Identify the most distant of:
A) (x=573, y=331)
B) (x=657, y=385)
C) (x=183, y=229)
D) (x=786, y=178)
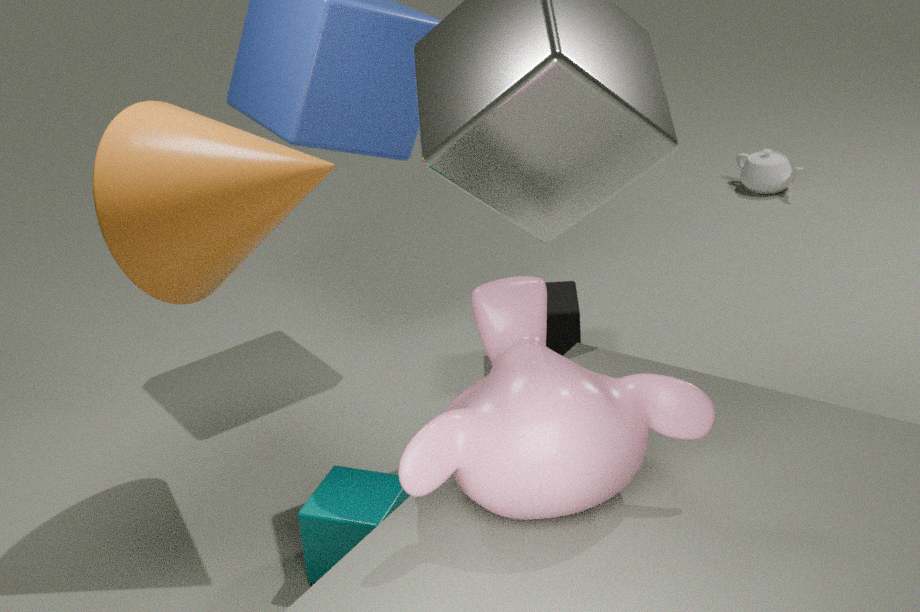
(x=786, y=178)
